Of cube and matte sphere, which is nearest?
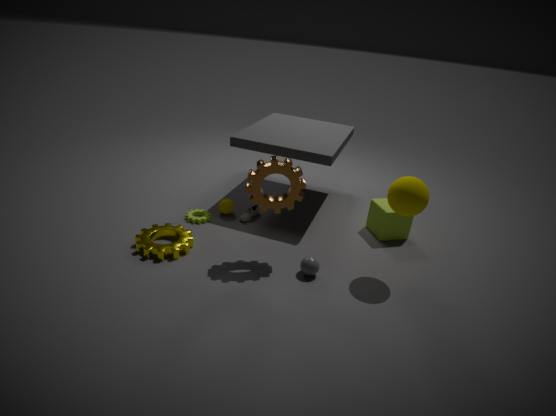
matte sphere
